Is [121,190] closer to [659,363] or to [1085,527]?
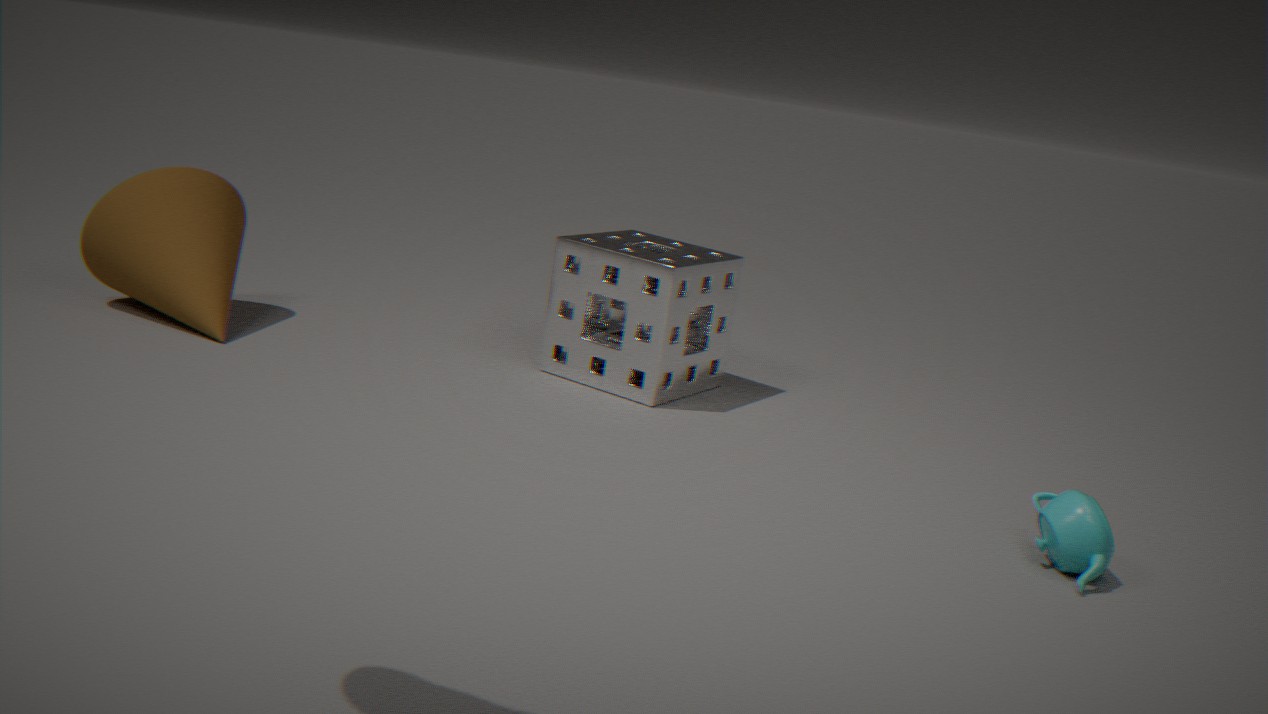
[659,363]
